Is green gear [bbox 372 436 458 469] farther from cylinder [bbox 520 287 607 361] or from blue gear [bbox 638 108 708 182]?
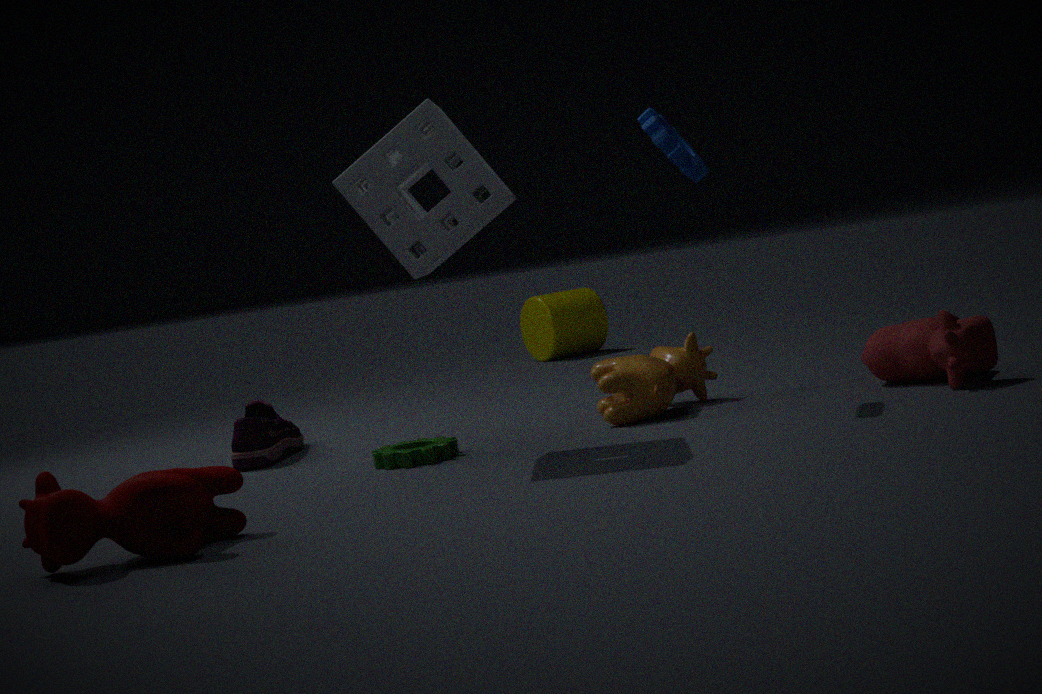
cylinder [bbox 520 287 607 361]
